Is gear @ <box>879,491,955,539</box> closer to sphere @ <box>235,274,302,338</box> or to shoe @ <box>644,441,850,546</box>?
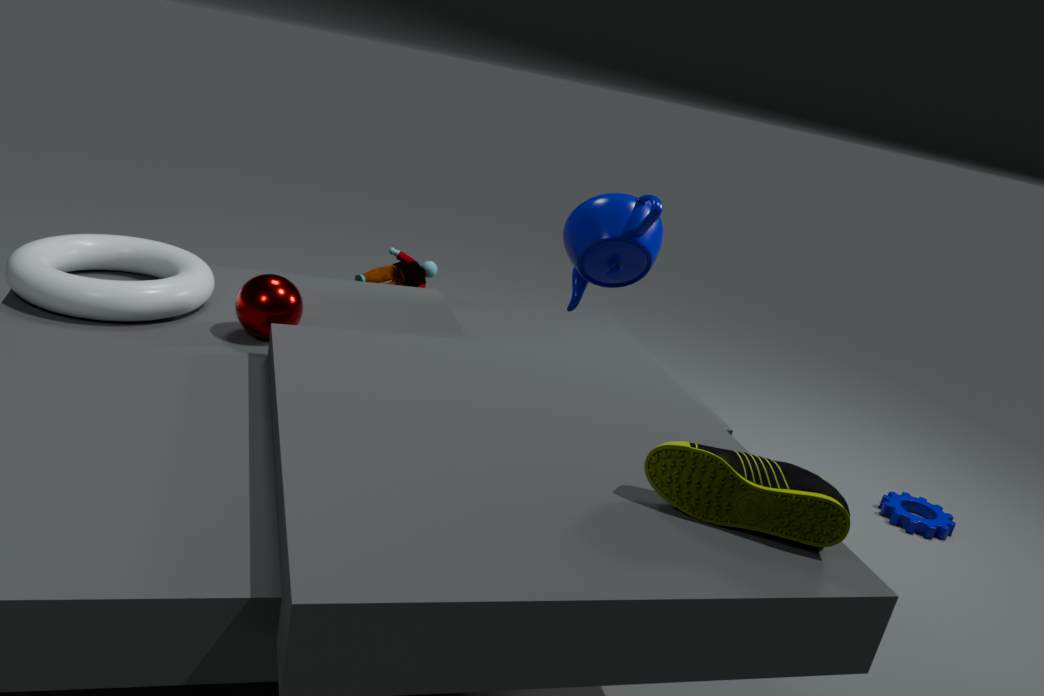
shoe @ <box>644,441,850,546</box>
